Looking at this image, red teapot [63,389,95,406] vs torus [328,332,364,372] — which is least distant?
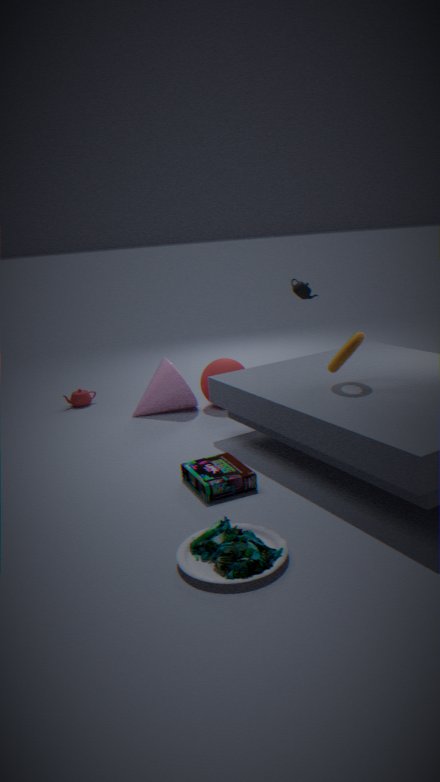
torus [328,332,364,372]
